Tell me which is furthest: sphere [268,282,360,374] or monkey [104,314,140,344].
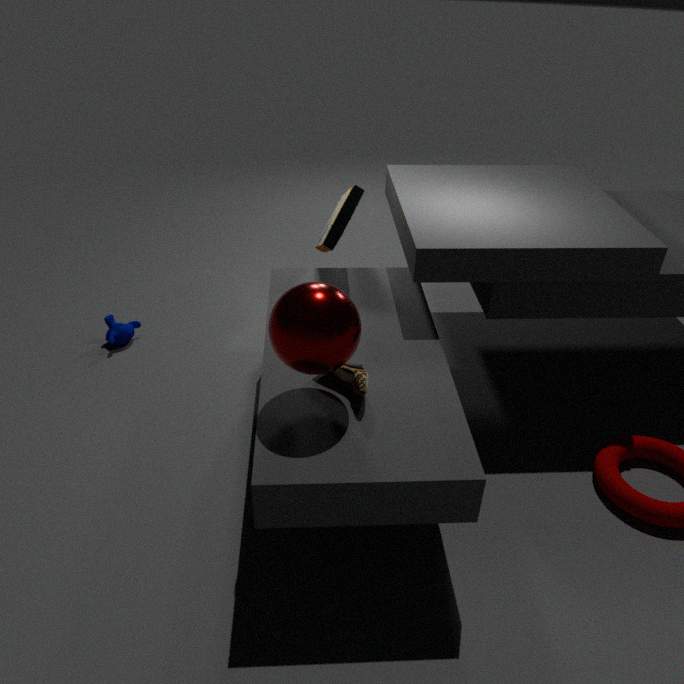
monkey [104,314,140,344]
